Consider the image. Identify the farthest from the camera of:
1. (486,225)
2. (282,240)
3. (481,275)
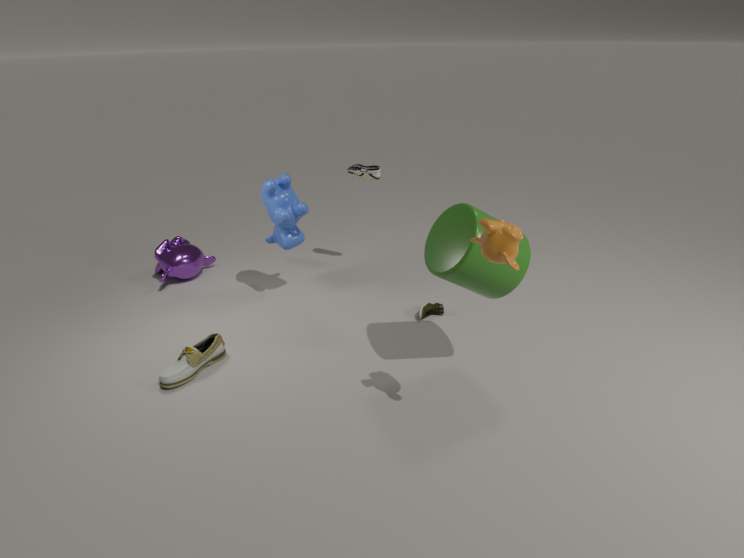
(282,240)
